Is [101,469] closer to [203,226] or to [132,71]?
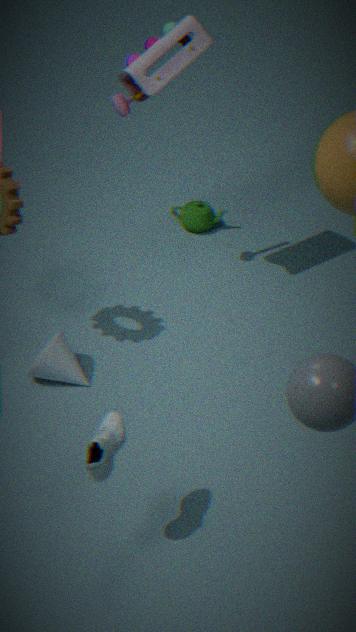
Result: [132,71]
